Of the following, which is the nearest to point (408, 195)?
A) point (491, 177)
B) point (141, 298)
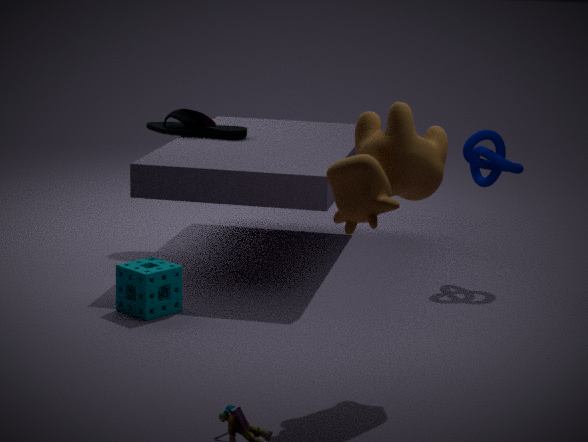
point (141, 298)
